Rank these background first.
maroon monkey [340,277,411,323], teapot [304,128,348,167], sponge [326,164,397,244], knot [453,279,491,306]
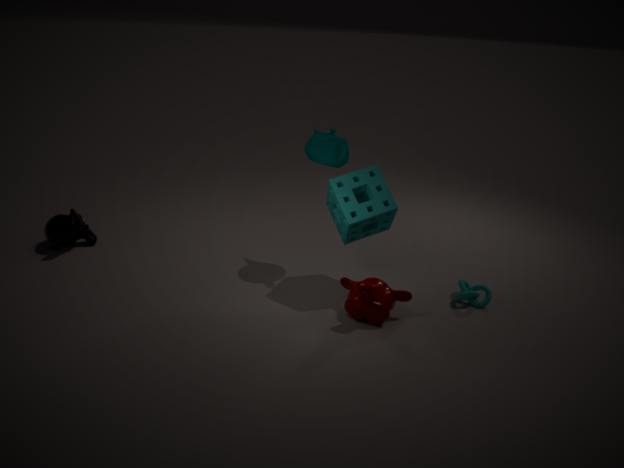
teapot [304,128,348,167] < knot [453,279,491,306] < sponge [326,164,397,244] < maroon monkey [340,277,411,323]
